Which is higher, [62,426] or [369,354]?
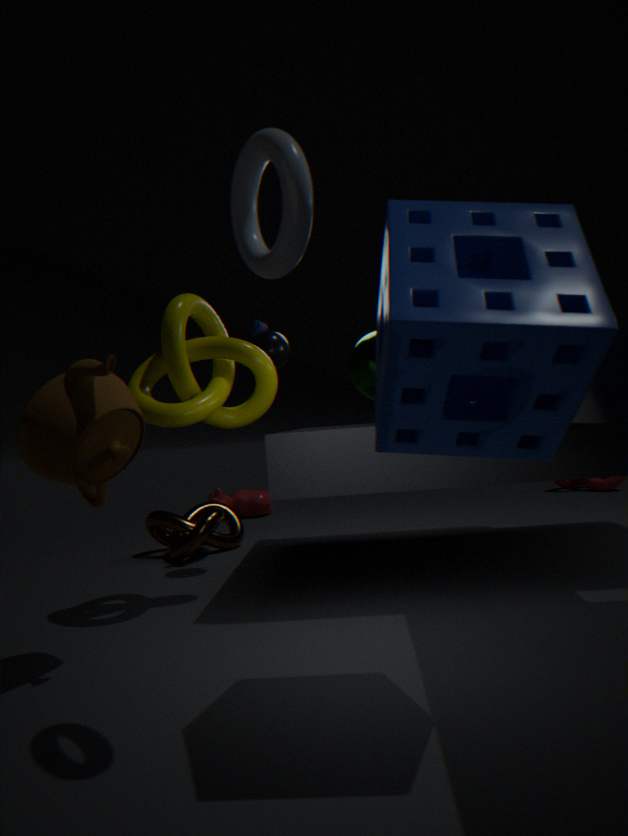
[369,354]
